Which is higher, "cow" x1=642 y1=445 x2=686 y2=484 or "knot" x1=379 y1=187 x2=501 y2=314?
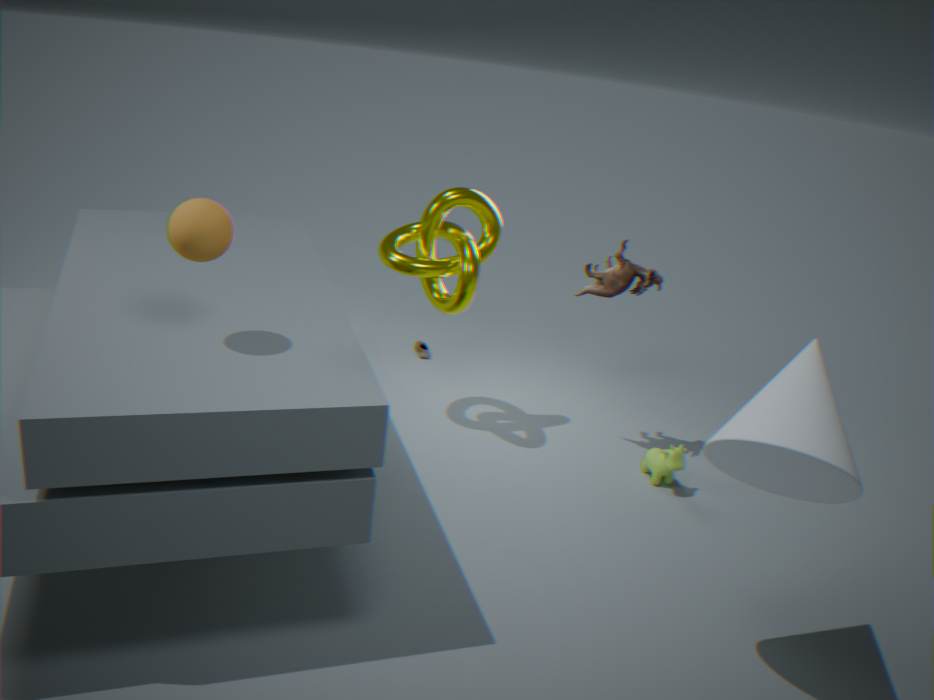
"knot" x1=379 y1=187 x2=501 y2=314
